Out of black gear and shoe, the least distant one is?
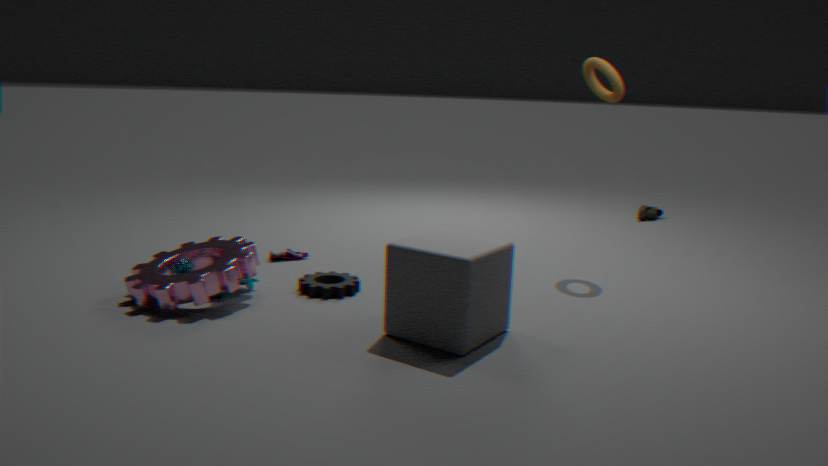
black gear
